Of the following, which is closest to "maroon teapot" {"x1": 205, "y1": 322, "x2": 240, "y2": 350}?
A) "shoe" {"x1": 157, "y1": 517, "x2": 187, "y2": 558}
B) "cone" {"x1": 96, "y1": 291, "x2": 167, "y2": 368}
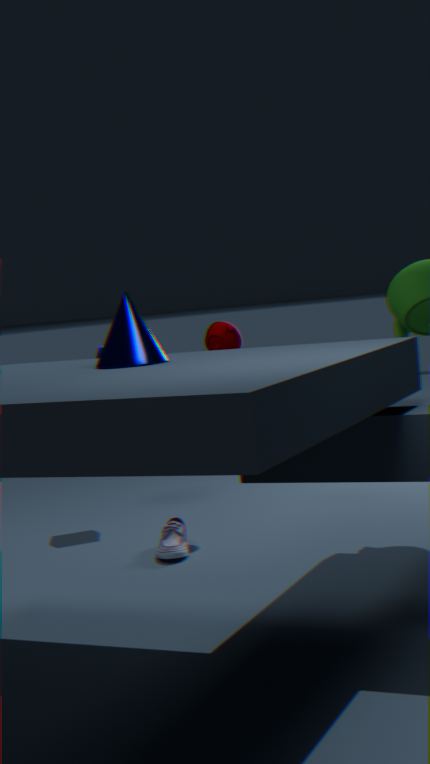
"shoe" {"x1": 157, "y1": 517, "x2": 187, "y2": 558}
